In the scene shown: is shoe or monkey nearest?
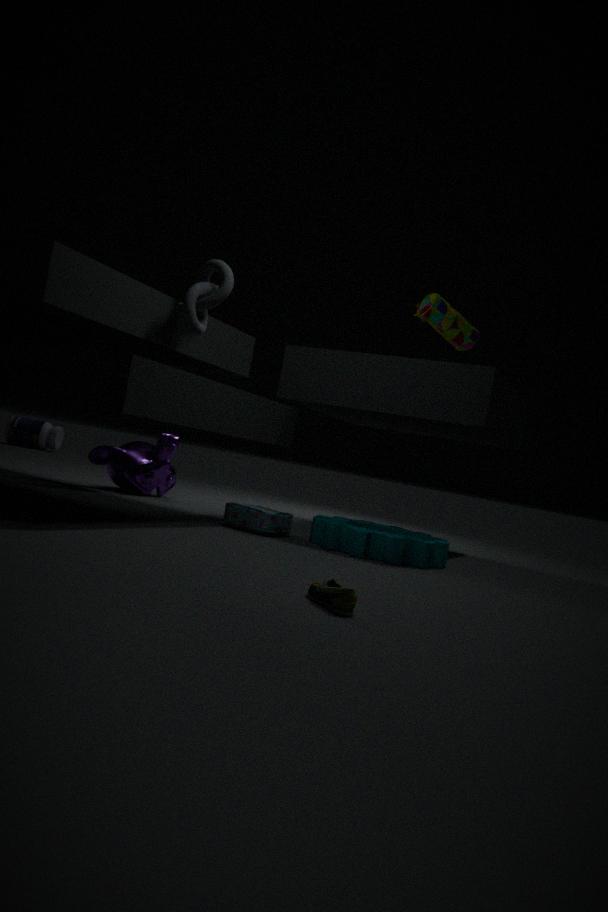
shoe
